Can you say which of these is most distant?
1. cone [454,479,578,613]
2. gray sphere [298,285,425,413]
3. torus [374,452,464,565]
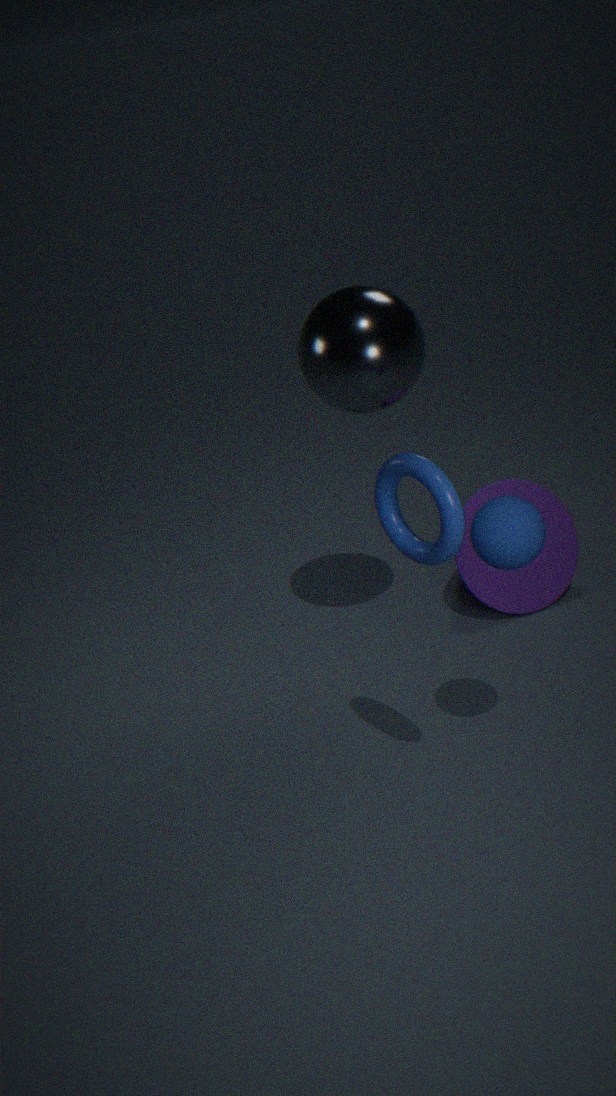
cone [454,479,578,613]
